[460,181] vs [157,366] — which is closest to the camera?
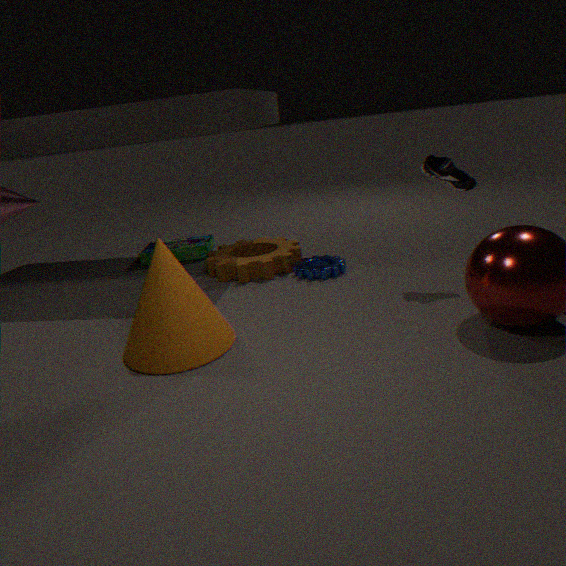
[157,366]
